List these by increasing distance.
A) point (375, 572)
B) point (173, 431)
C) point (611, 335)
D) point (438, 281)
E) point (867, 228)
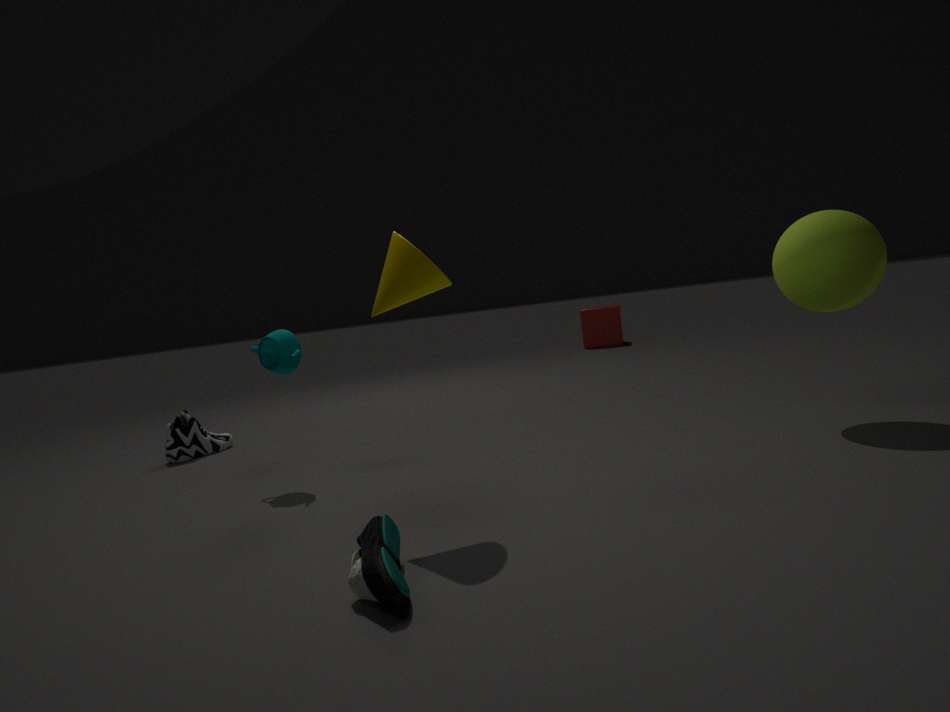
A. point (375, 572) → D. point (438, 281) → E. point (867, 228) → B. point (173, 431) → C. point (611, 335)
